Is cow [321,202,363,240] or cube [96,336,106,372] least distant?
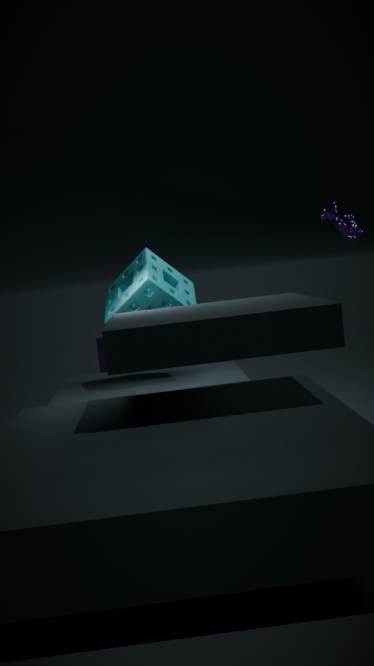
cow [321,202,363,240]
